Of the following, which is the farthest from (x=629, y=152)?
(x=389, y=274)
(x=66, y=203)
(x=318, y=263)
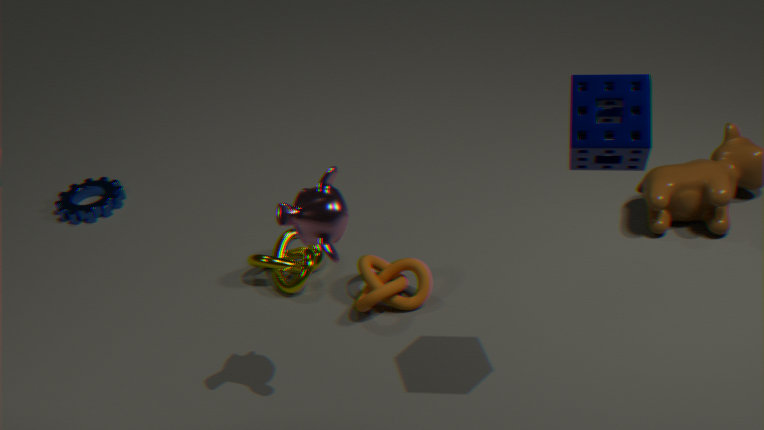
(x=66, y=203)
